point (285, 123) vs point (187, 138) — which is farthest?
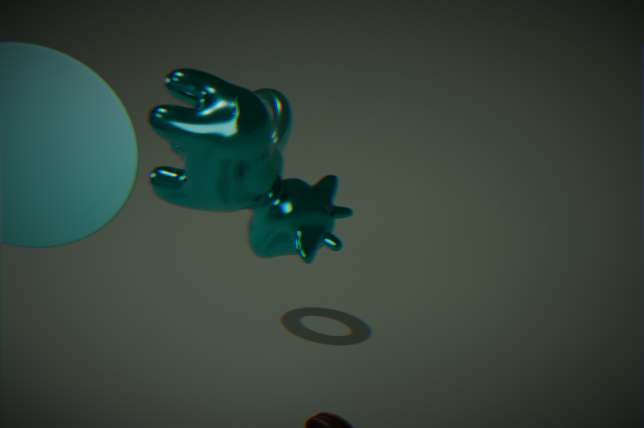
point (285, 123)
